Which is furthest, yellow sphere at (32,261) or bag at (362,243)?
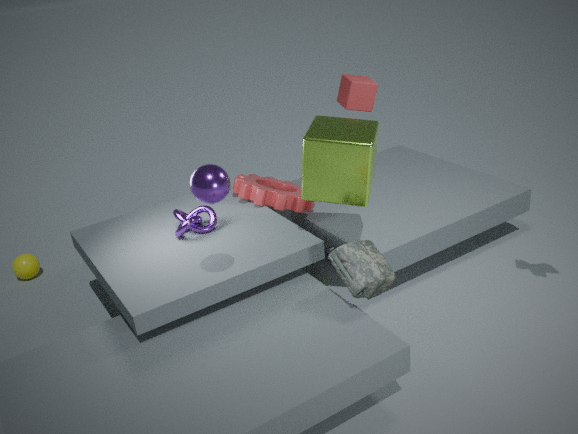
yellow sphere at (32,261)
